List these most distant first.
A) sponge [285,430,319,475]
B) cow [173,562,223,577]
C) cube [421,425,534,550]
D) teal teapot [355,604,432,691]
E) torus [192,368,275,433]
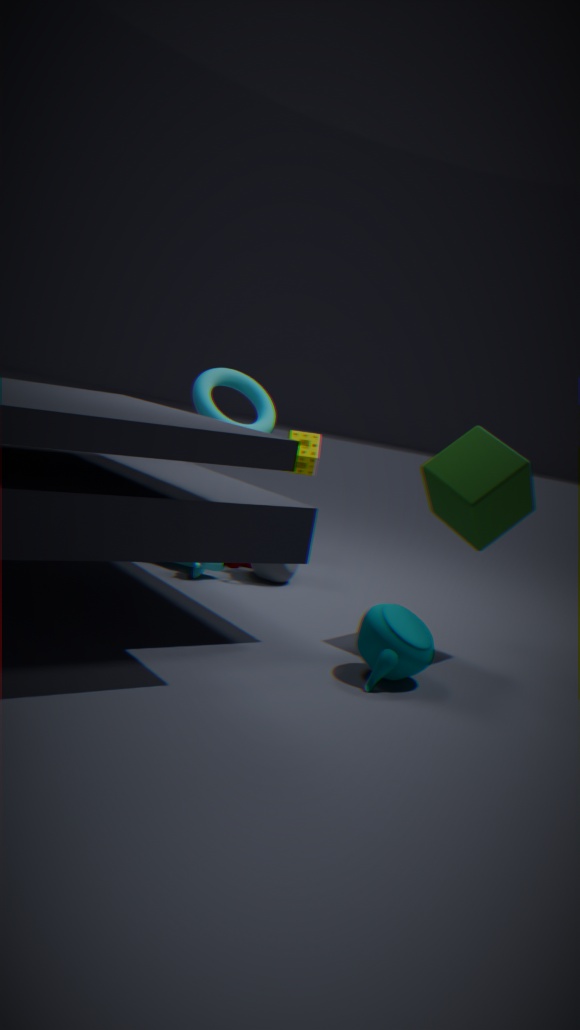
sponge [285,430,319,475] → torus [192,368,275,433] → cow [173,562,223,577] → cube [421,425,534,550] → teal teapot [355,604,432,691]
